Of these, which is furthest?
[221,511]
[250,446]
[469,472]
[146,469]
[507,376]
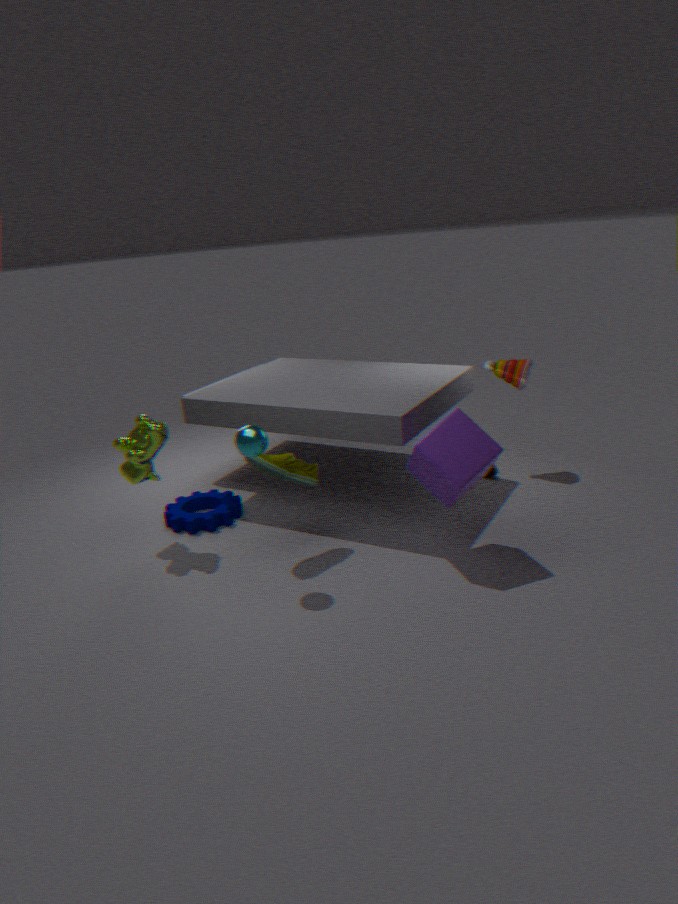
[507,376]
